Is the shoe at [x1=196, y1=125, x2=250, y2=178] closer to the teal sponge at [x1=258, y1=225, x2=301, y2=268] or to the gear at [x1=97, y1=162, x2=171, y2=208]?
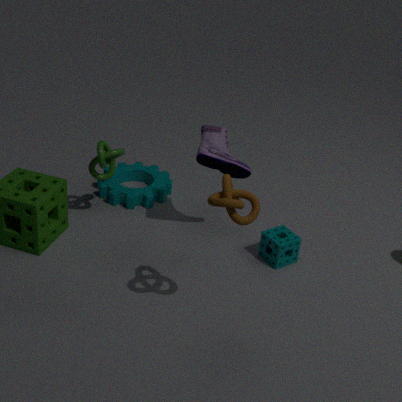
the teal sponge at [x1=258, y1=225, x2=301, y2=268]
